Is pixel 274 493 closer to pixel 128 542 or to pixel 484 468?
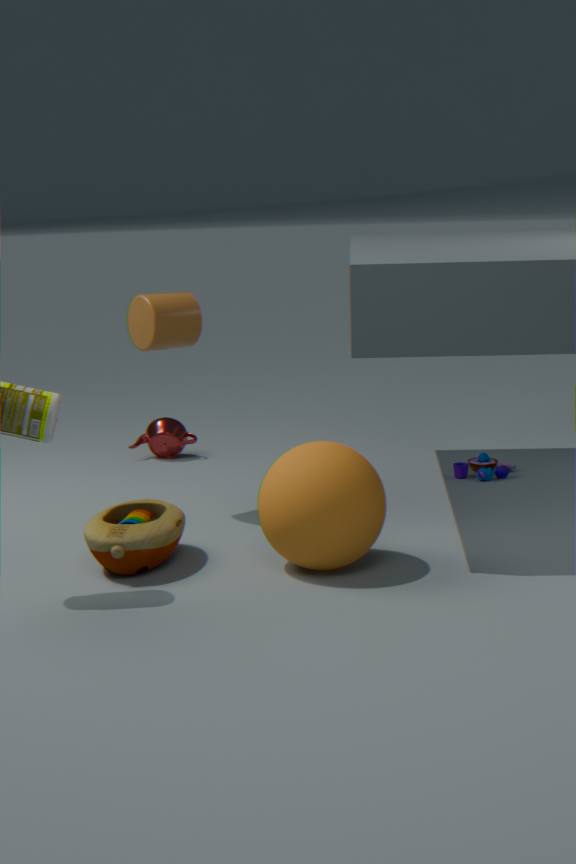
pixel 128 542
